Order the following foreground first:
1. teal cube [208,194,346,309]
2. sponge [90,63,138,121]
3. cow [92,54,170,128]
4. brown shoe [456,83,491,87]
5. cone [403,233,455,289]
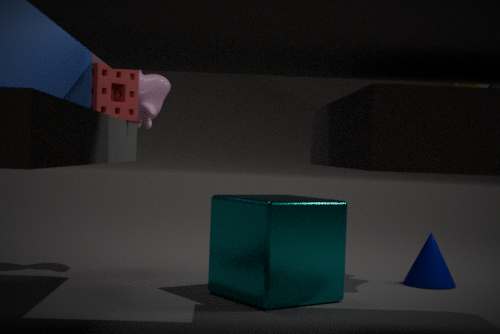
sponge [90,63,138,121] → teal cube [208,194,346,309] → brown shoe [456,83,491,87] → cow [92,54,170,128] → cone [403,233,455,289]
